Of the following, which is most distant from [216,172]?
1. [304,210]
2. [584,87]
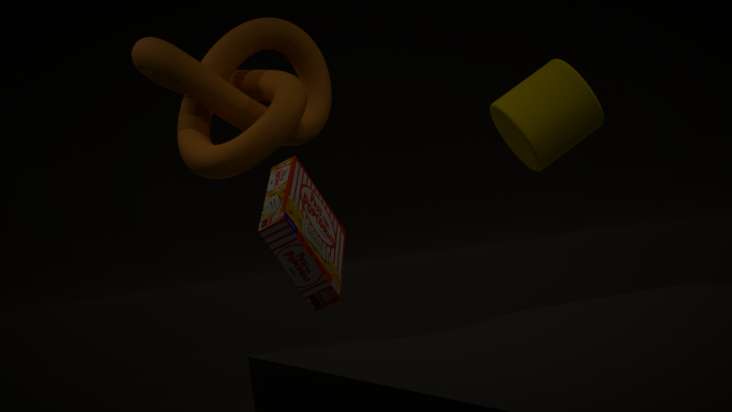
[584,87]
